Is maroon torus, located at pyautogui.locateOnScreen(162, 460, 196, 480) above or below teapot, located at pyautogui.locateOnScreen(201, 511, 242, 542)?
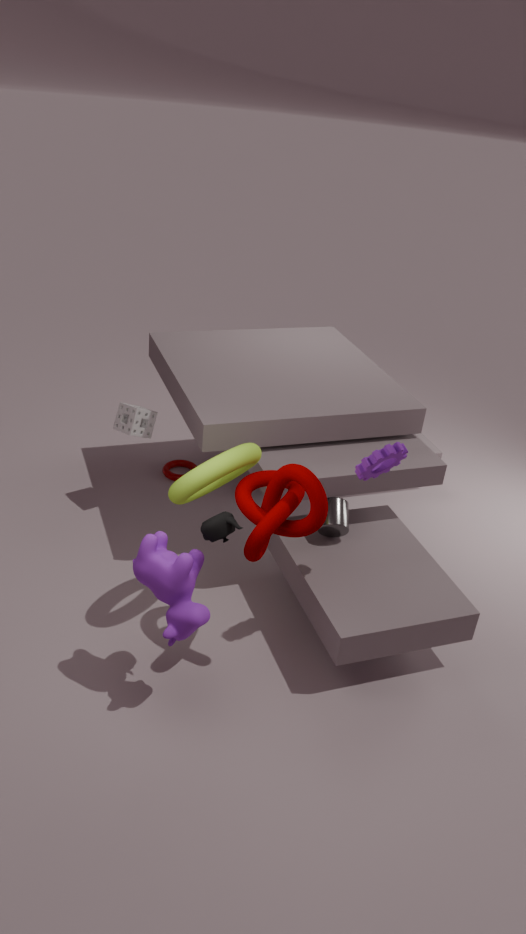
below
